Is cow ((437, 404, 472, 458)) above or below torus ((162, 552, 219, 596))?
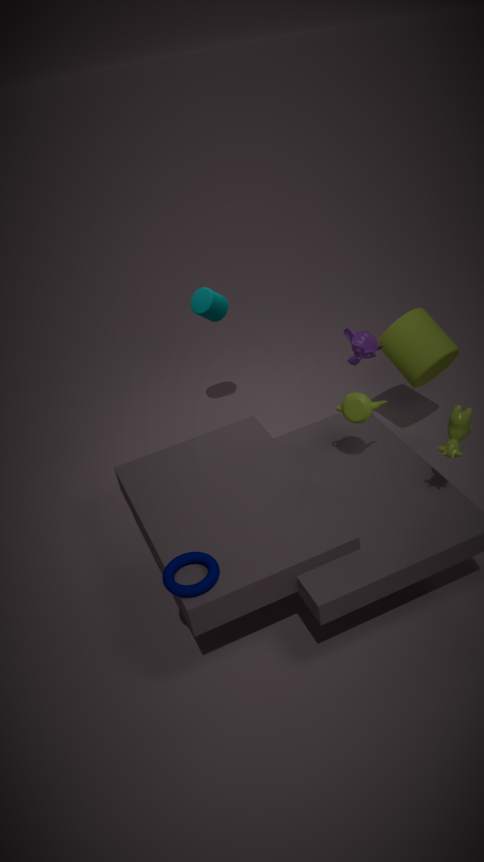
above
